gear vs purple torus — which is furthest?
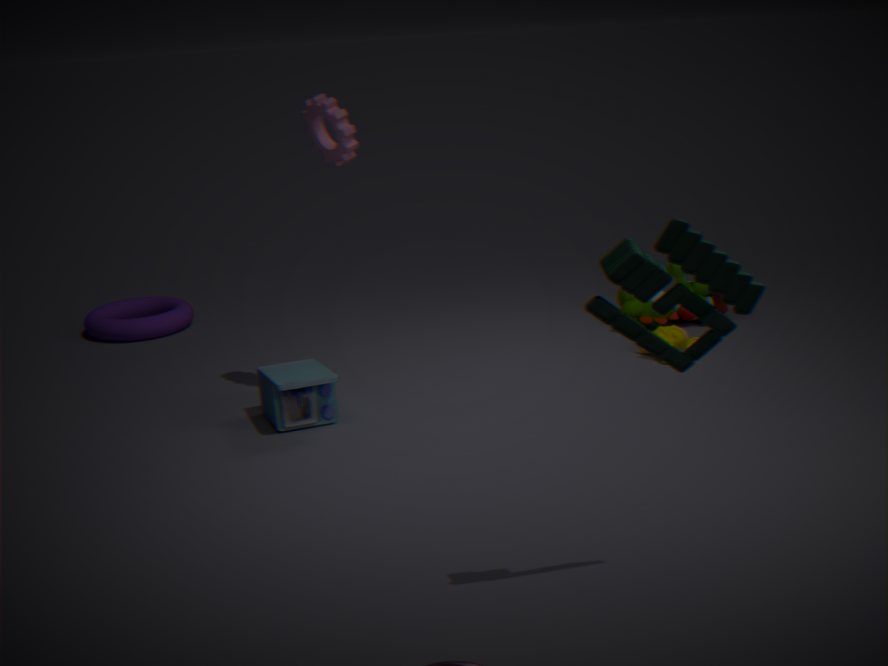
purple torus
